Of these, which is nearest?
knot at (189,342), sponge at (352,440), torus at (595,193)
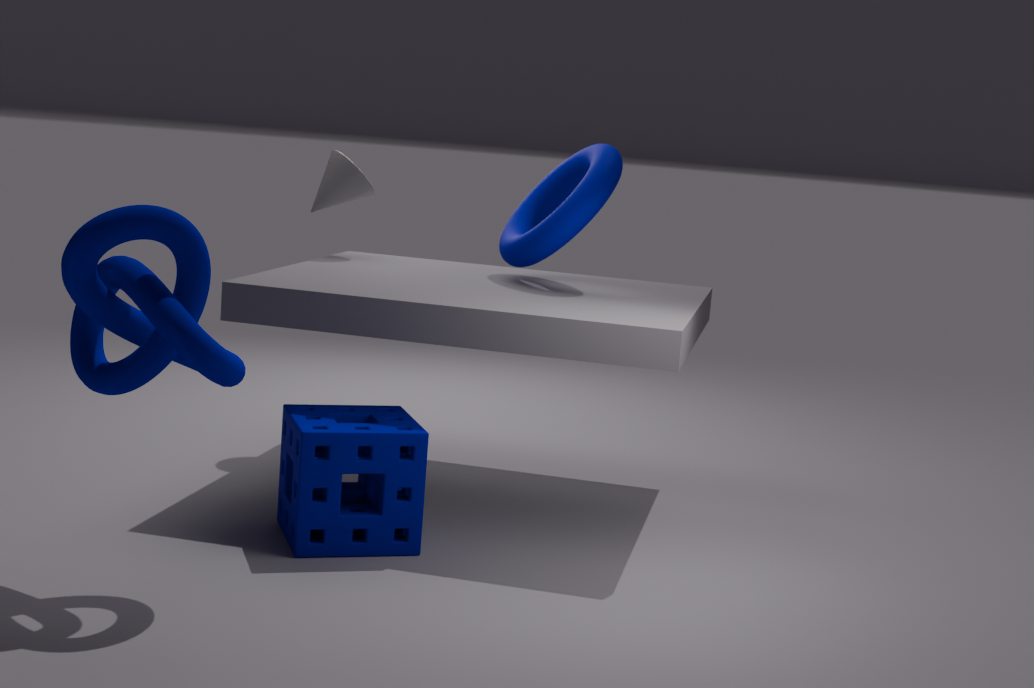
knot at (189,342)
